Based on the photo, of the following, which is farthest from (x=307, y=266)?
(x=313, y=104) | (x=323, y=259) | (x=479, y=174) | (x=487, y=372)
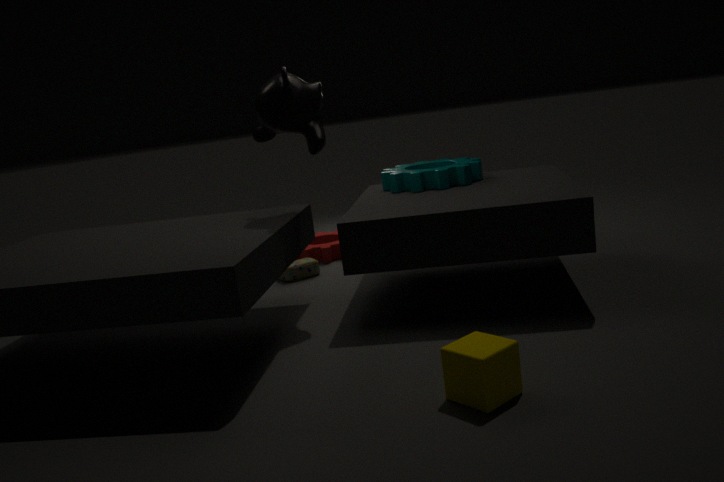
(x=487, y=372)
